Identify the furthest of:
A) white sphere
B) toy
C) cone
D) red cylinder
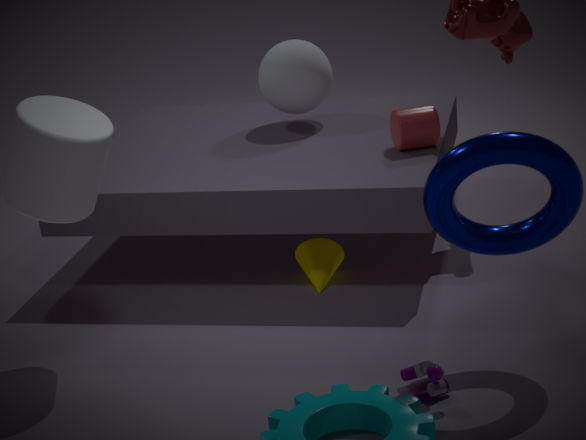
white sphere
